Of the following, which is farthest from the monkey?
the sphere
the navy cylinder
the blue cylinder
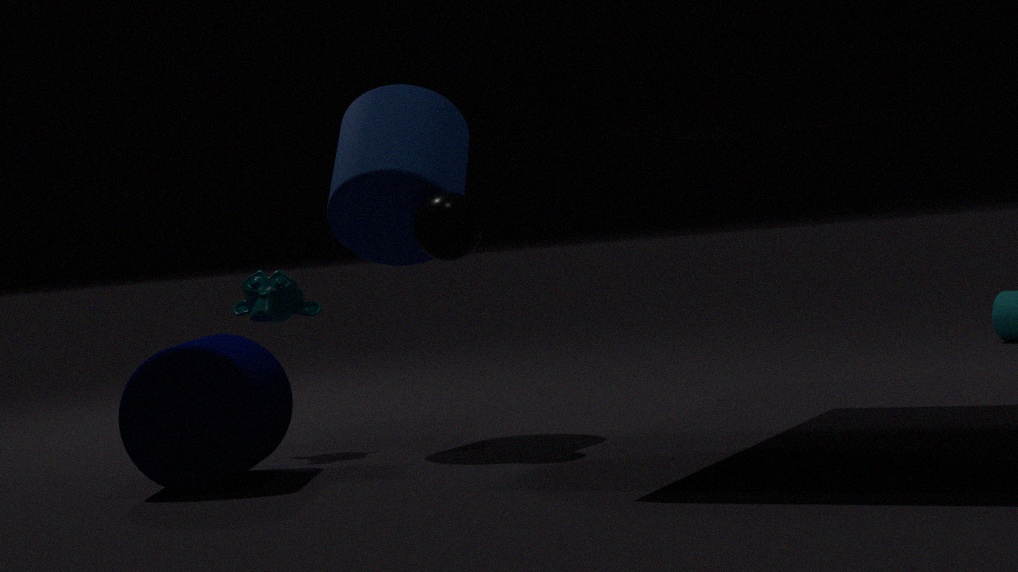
the sphere
